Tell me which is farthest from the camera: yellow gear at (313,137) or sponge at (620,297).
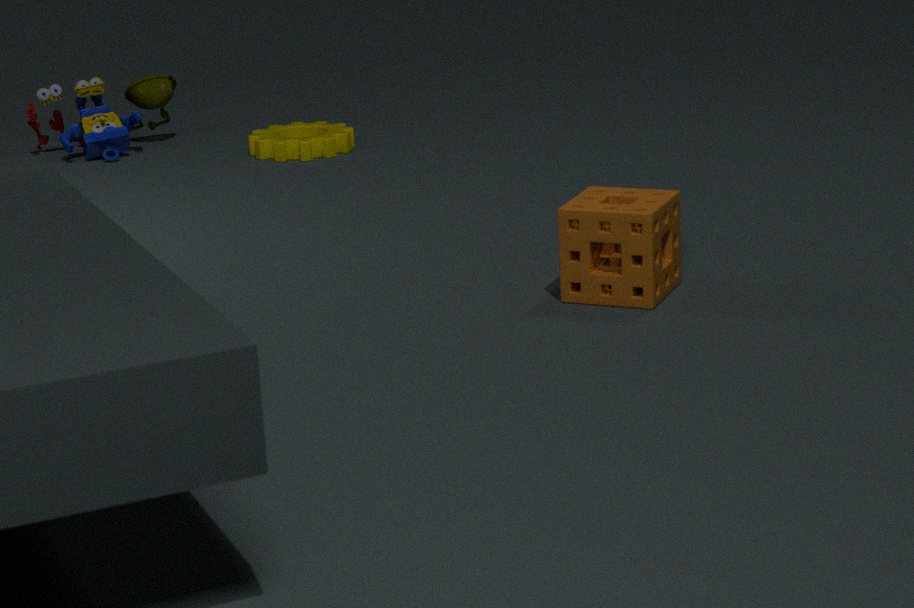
yellow gear at (313,137)
